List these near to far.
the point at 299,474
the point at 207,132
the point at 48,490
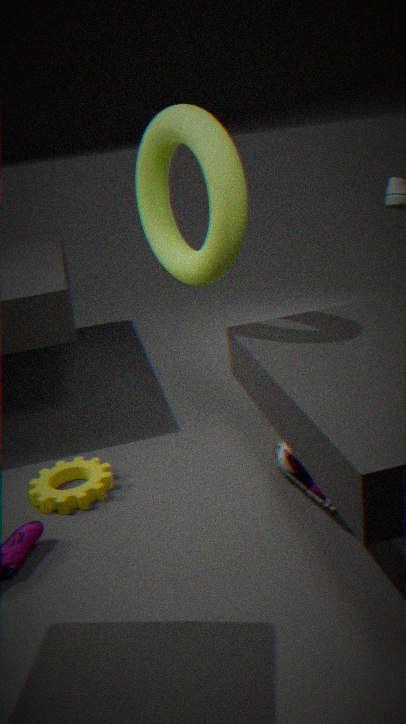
the point at 207,132, the point at 299,474, the point at 48,490
